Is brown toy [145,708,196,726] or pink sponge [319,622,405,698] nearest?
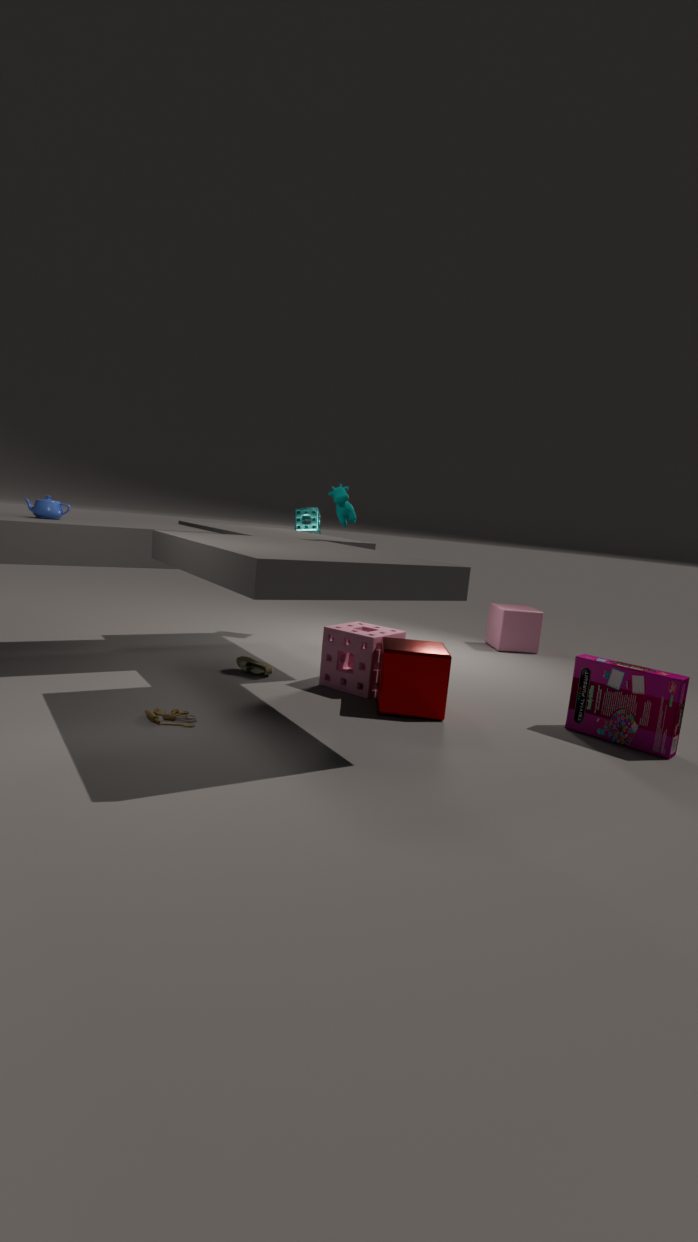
brown toy [145,708,196,726]
